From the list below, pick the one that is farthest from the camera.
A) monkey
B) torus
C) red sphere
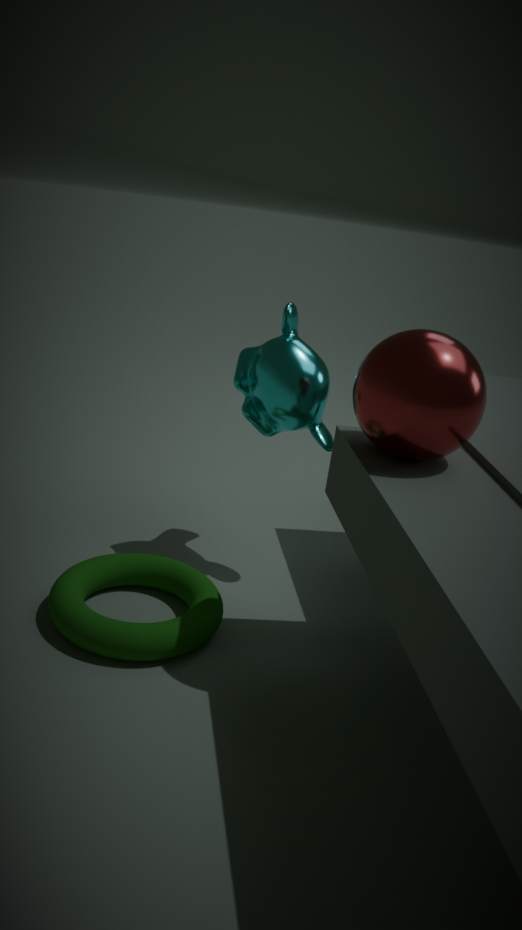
monkey
